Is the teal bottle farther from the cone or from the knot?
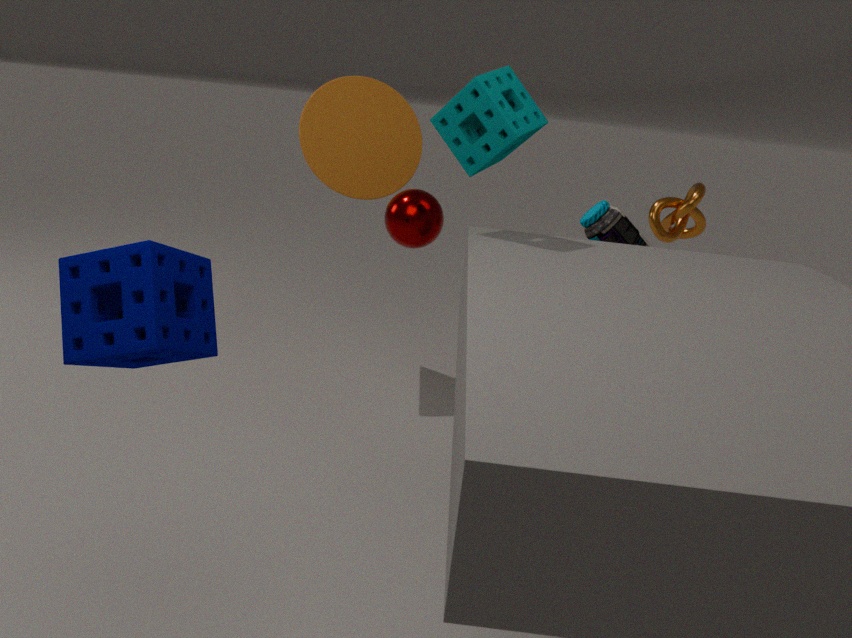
the cone
